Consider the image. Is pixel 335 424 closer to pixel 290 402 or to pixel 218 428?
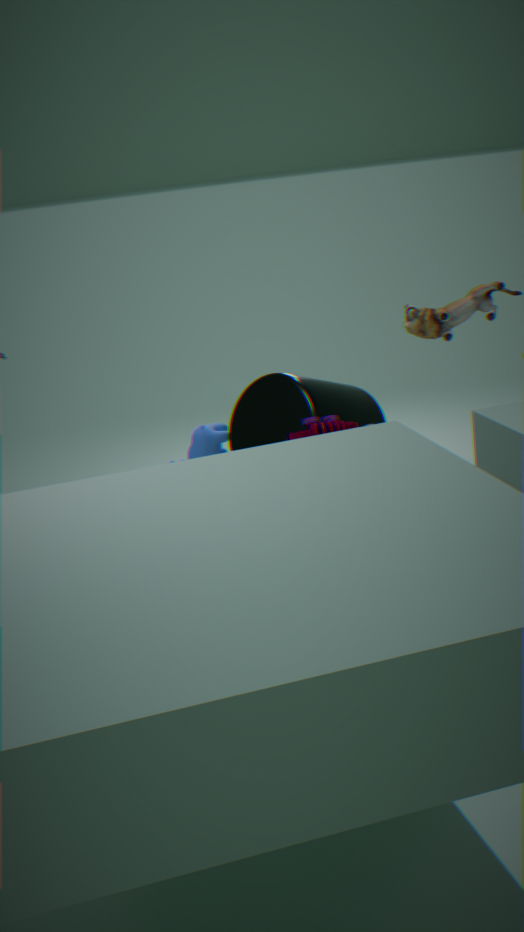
pixel 290 402
